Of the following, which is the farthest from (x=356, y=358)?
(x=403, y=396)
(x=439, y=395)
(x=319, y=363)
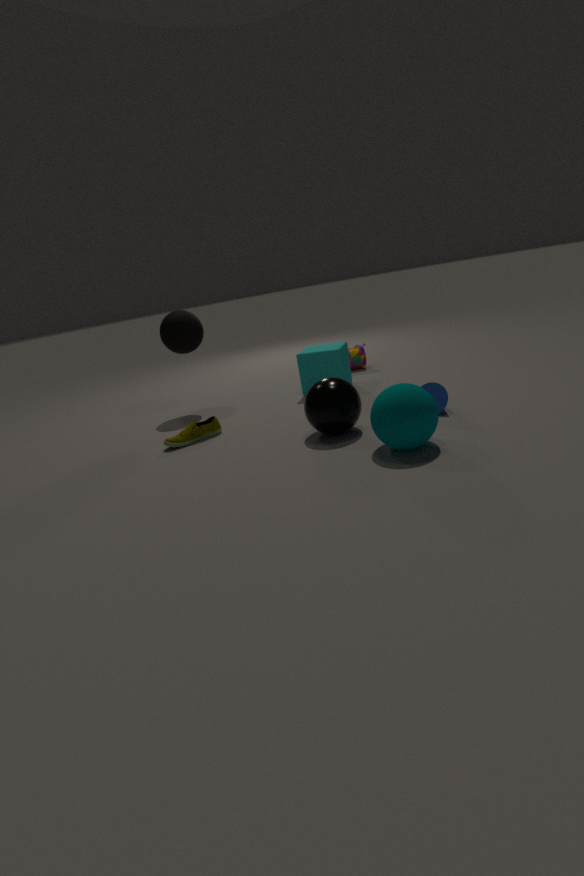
(x=403, y=396)
